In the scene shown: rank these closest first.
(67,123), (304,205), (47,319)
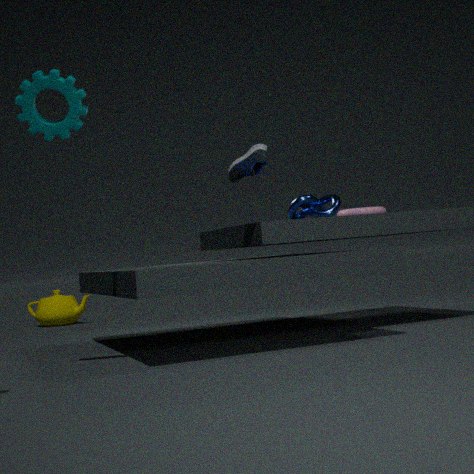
1. (67,123)
2. (304,205)
3. (47,319)
